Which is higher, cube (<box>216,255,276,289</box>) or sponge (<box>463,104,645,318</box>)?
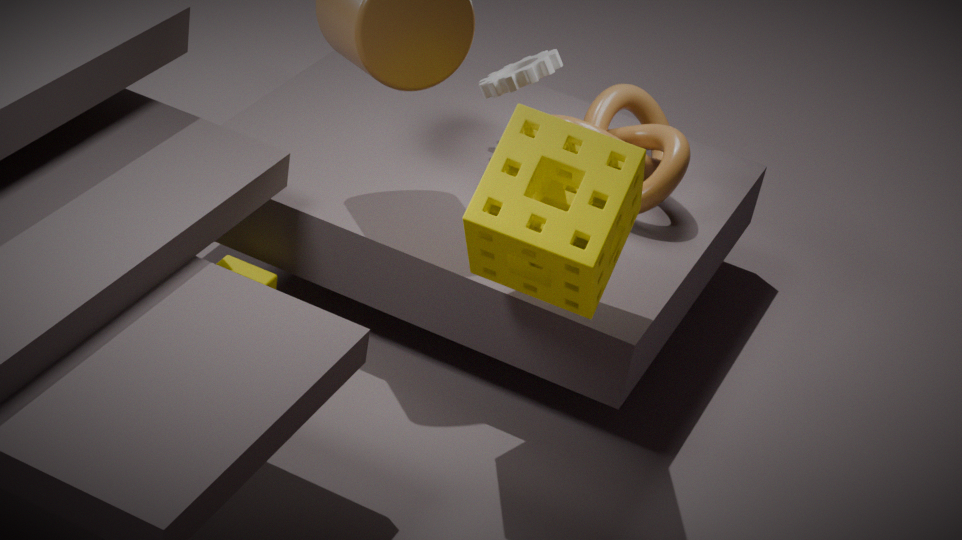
sponge (<box>463,104,645,318</box>)
